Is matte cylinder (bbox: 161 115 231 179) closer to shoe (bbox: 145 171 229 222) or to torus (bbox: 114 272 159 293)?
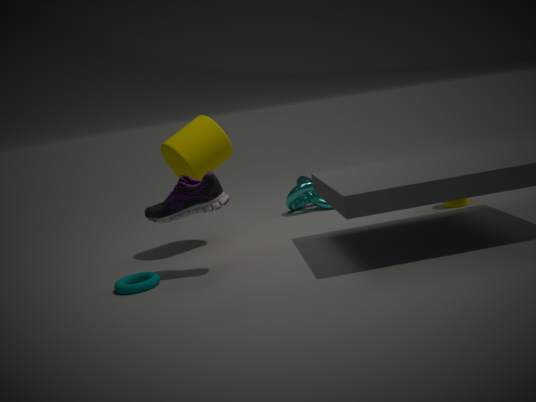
shoe (bbox: 145 171 229 222)
